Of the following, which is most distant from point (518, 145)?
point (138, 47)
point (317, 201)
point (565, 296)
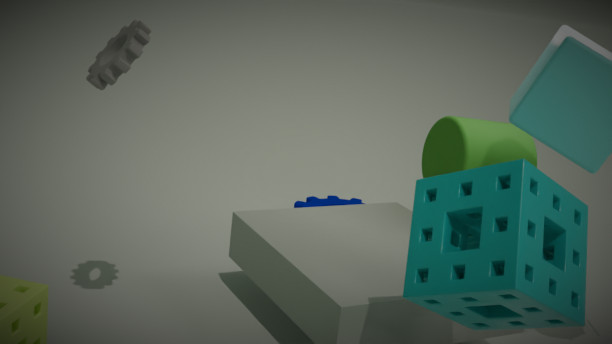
point (138, 47)
